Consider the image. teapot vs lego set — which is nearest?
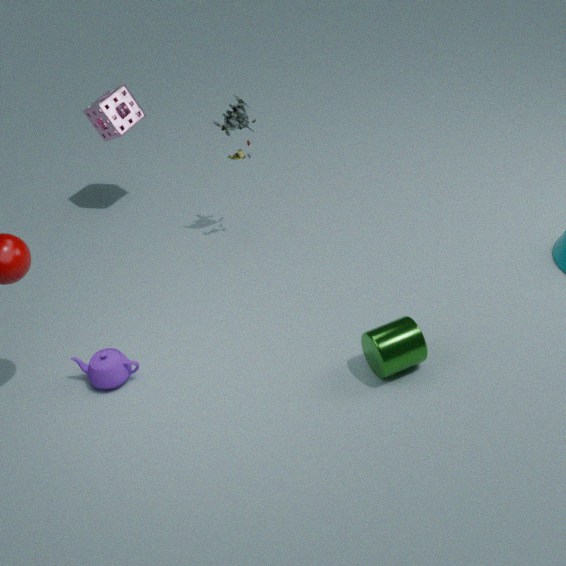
teapot
